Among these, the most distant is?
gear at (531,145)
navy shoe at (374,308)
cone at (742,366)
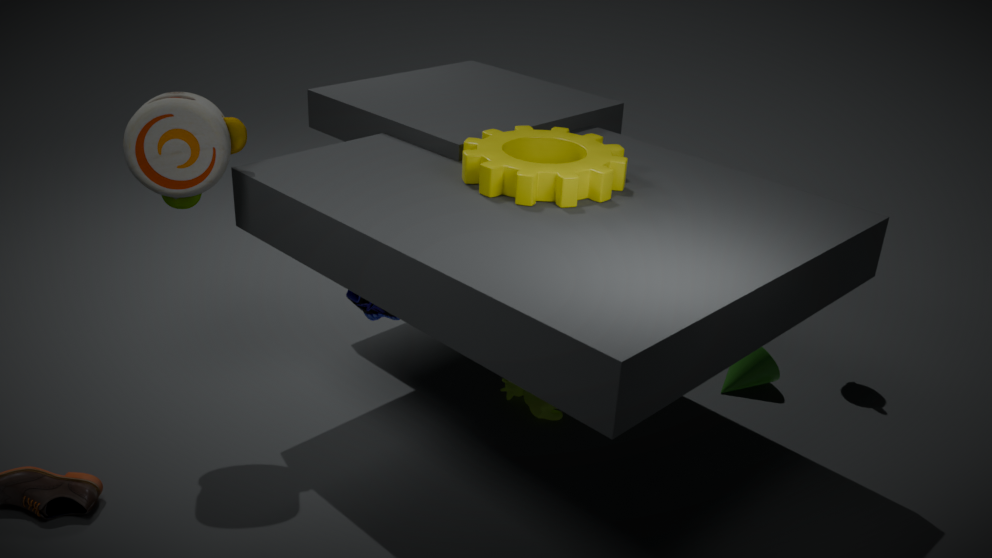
cone at (742,366)
